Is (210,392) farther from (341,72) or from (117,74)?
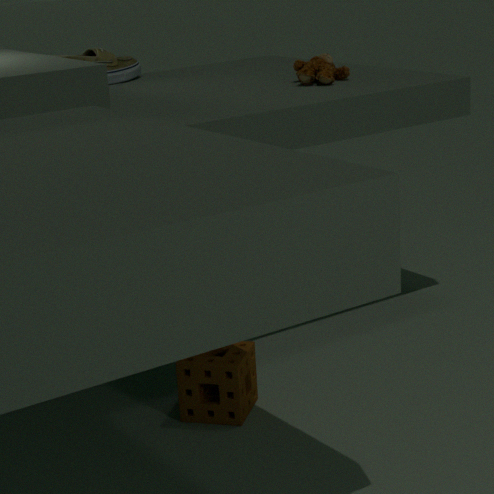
(117,74)
